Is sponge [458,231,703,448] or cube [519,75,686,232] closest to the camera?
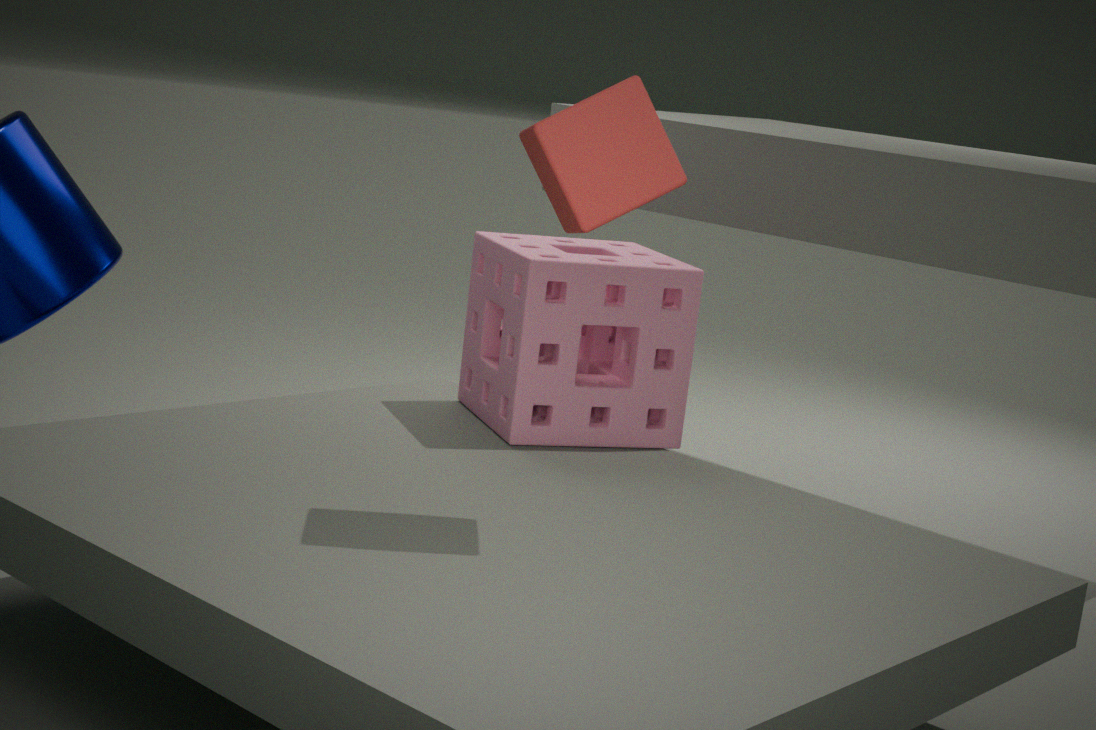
cube [519,75,686,232]
